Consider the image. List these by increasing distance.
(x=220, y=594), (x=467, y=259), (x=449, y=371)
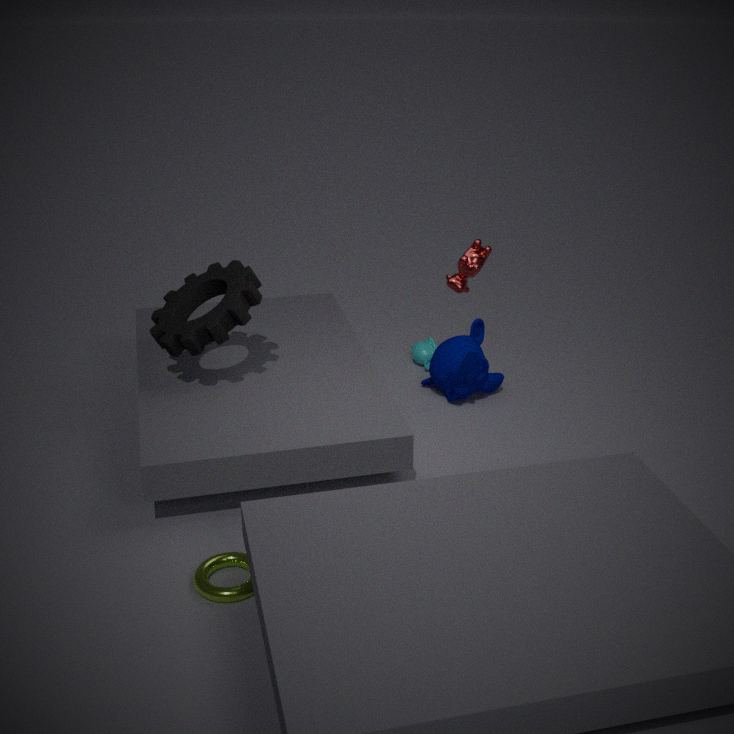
(x=220, y=594) → (x=467, y=259) → (x=449, y=371)
